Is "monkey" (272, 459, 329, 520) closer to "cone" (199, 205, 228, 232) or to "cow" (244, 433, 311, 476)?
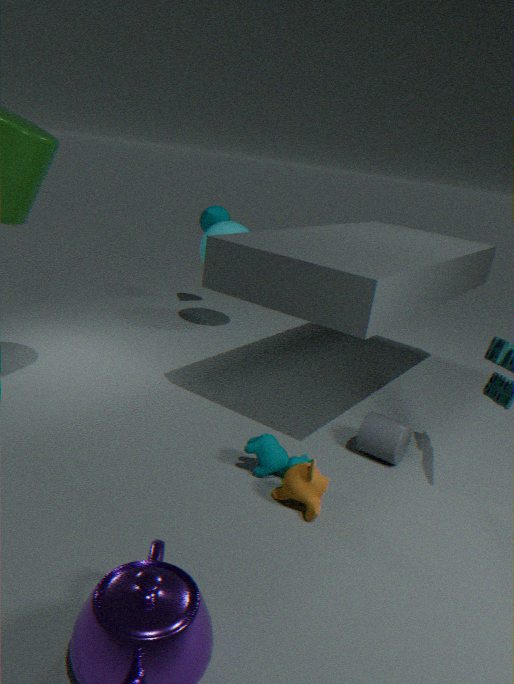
"cow" (244, 433, 311, 476)
